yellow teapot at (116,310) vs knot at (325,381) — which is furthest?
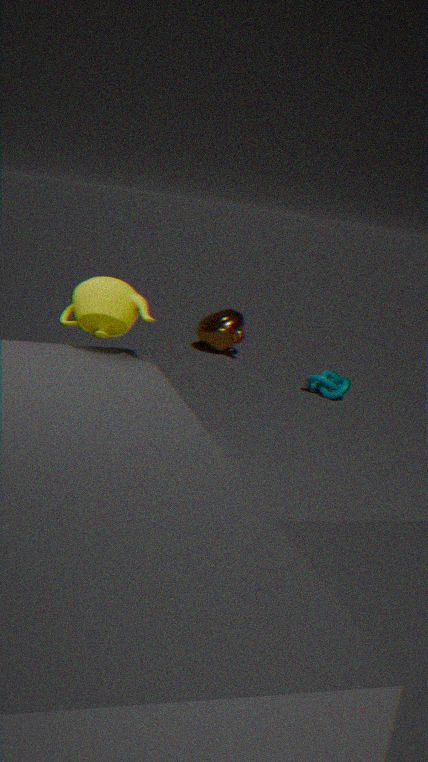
knot at (325,381)
